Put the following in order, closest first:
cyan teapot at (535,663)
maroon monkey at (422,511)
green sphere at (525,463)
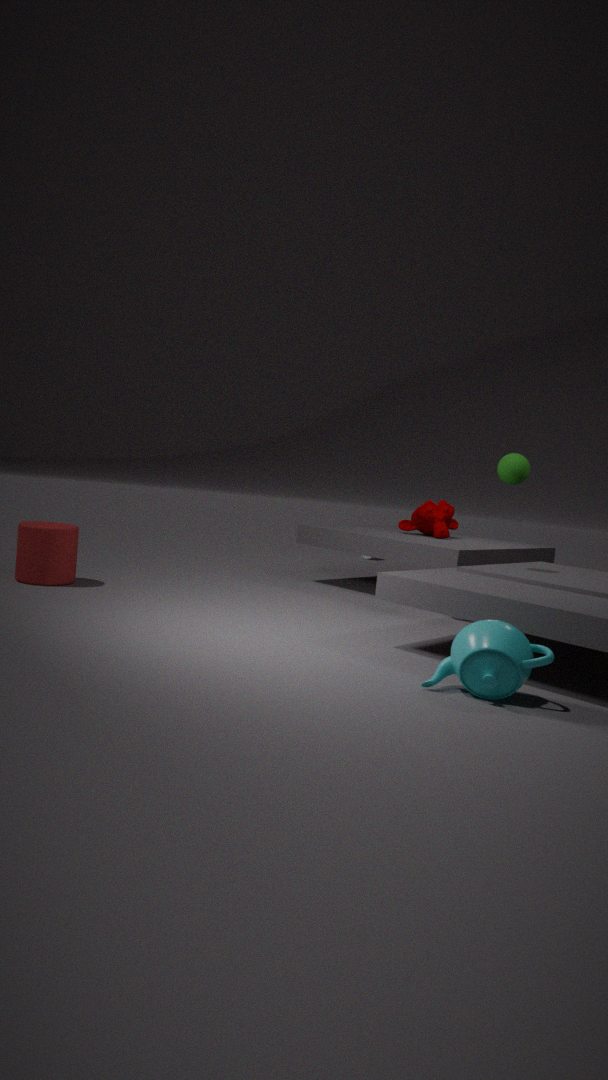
cyan teapot at (535,663), green sphere at (525,463), maroon monkey at (422,511)
